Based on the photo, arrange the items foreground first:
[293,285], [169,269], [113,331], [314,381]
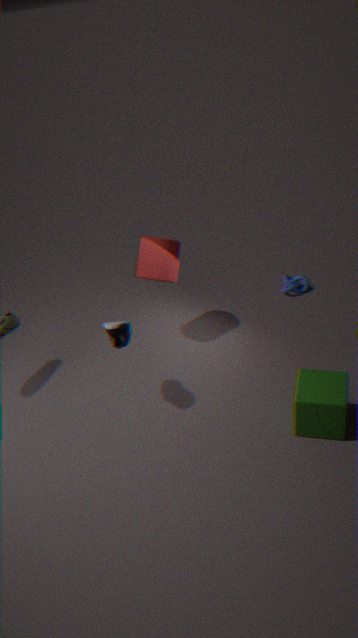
[113,331], [314,381], [169,269], [293,285]
